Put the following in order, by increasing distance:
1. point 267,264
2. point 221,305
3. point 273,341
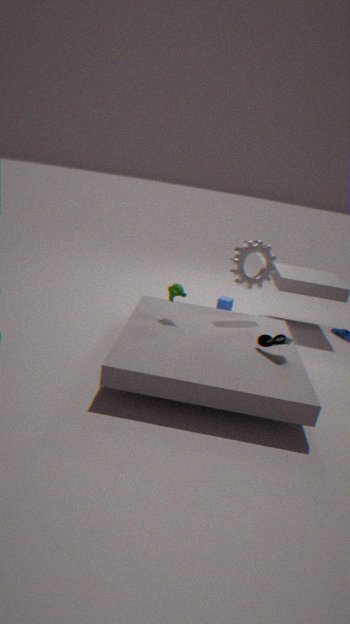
1. point 273,341
2. point 267,264
3. point 221,305
